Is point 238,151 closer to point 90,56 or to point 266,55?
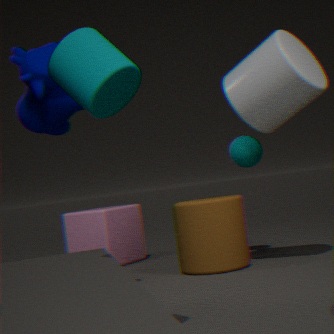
point 266,55
